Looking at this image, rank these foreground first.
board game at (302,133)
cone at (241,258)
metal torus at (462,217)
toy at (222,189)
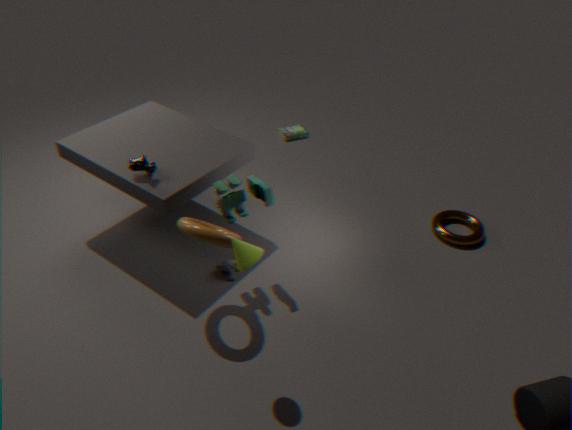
cone at (241,258) < toy at (222,189) < metal torus at (462,217) < board game at (302,133)
